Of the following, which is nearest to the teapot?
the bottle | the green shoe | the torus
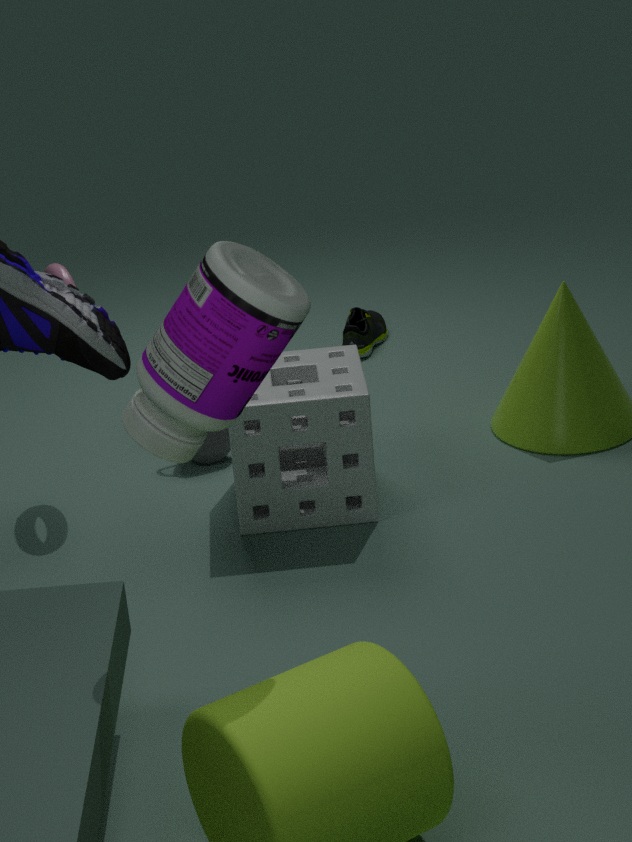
the torus
